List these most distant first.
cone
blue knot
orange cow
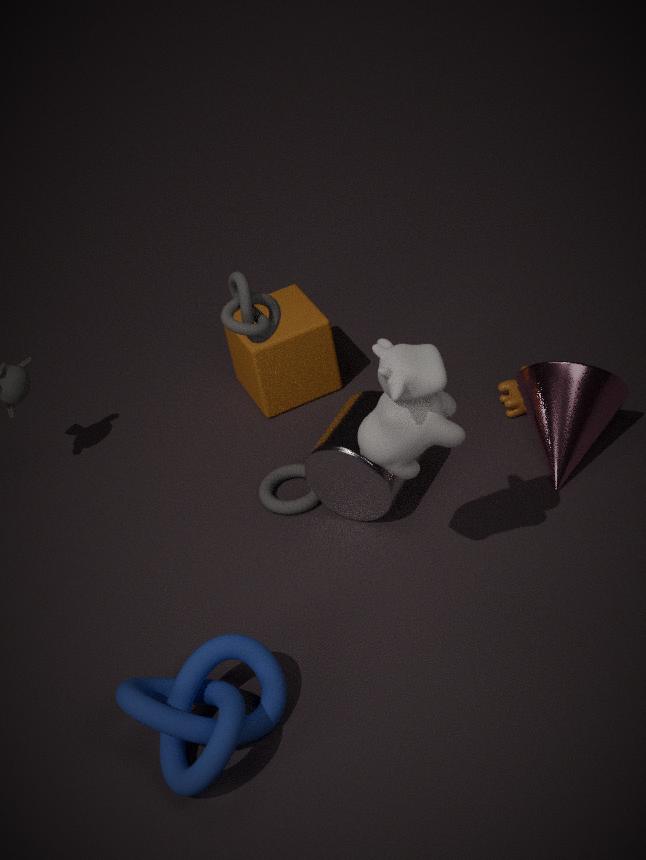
Result: orange cow, cone, blue knot
